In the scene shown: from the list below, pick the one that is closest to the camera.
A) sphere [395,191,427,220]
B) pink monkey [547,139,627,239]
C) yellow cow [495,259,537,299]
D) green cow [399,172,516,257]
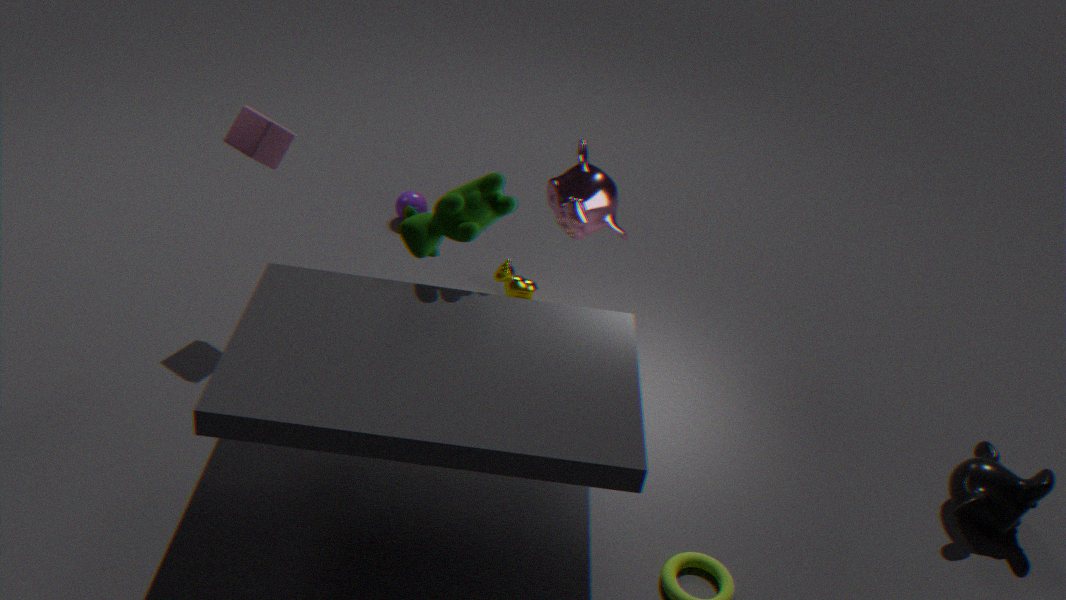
green cow [399,172,516,257]
